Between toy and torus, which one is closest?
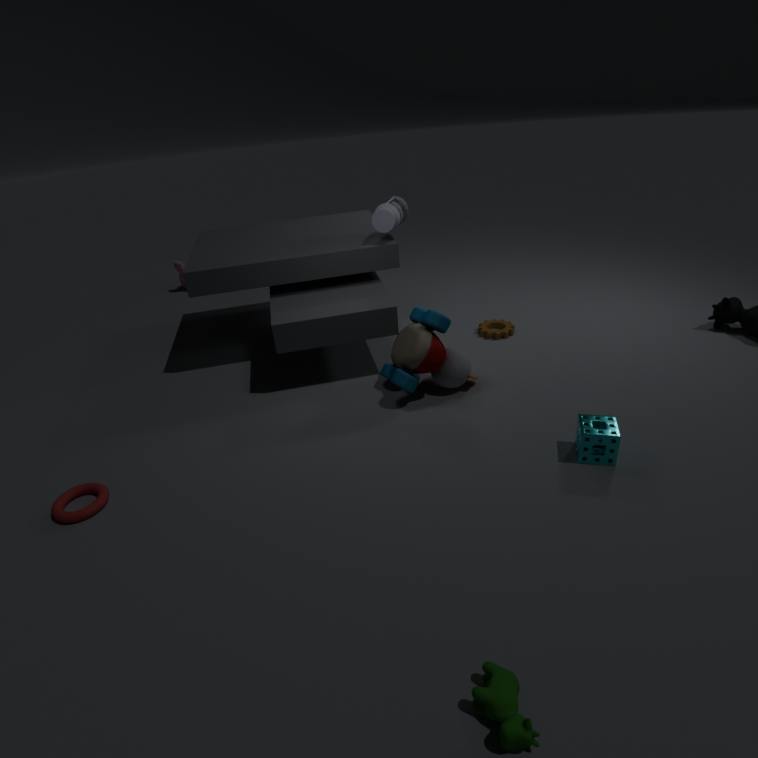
torus
